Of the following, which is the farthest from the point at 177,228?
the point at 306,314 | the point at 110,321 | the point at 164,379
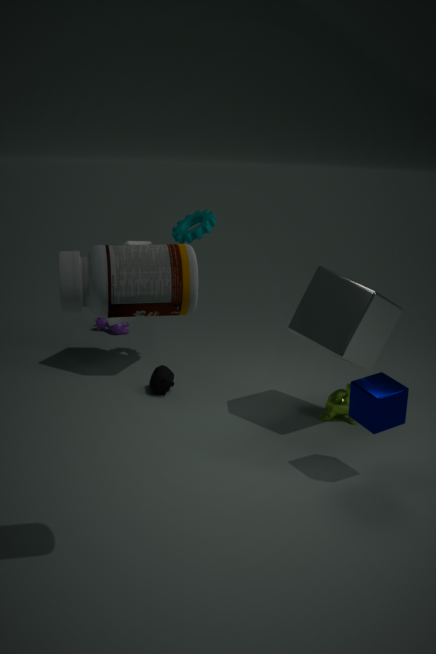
the point at 306,314
